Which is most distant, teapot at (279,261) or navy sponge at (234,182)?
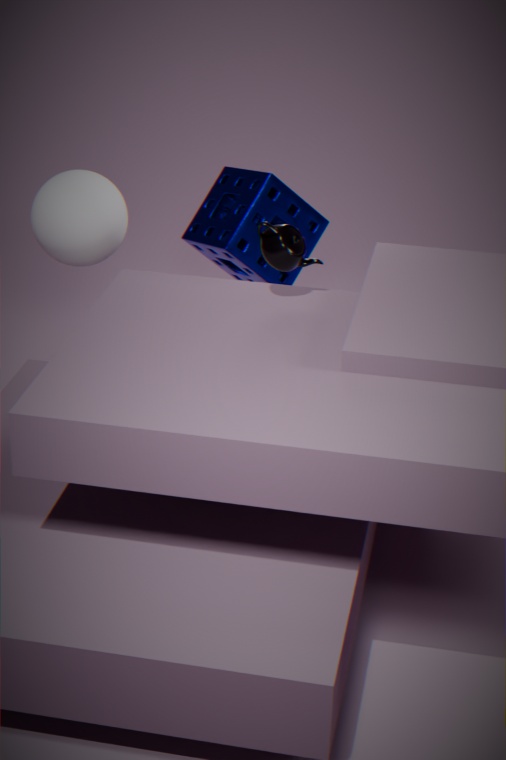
navy sponge at (234,182)
